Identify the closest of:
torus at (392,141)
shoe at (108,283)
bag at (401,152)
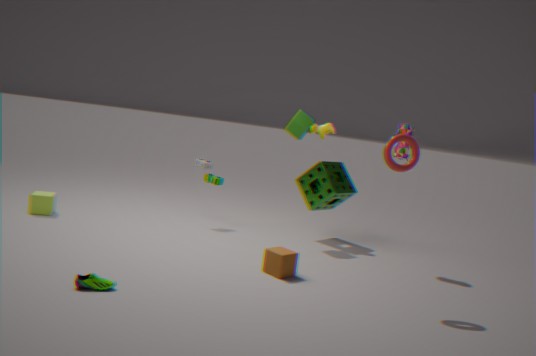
Answer: shoe at (108,283)
